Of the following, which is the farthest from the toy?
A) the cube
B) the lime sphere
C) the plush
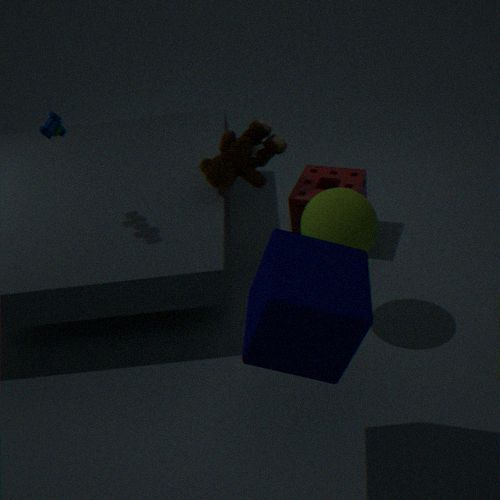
the cube
